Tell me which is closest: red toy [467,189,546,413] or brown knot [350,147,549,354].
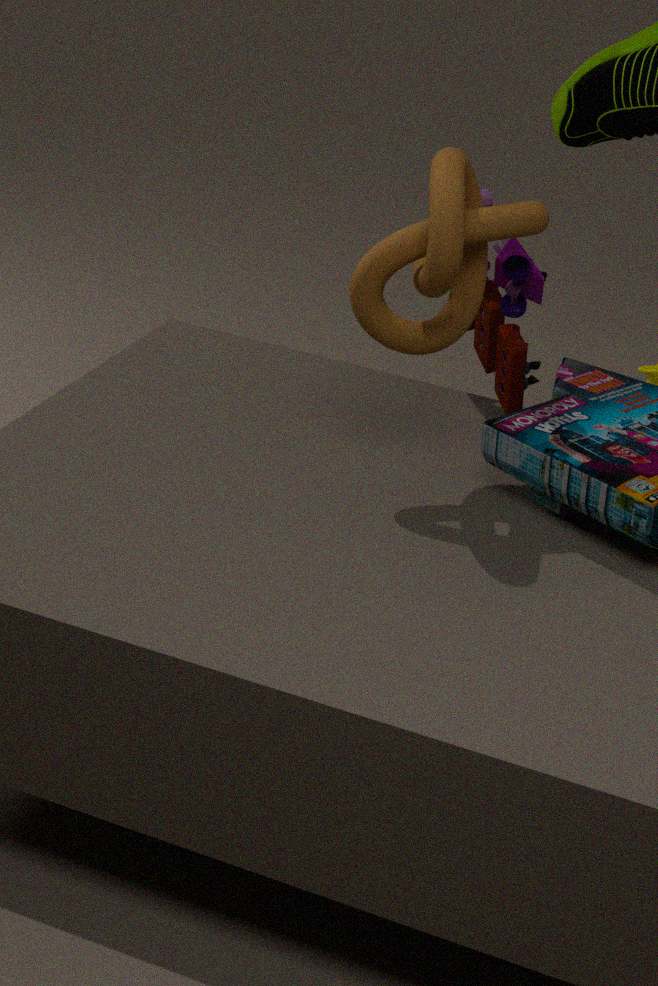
brown knot [350,147,549,354]
